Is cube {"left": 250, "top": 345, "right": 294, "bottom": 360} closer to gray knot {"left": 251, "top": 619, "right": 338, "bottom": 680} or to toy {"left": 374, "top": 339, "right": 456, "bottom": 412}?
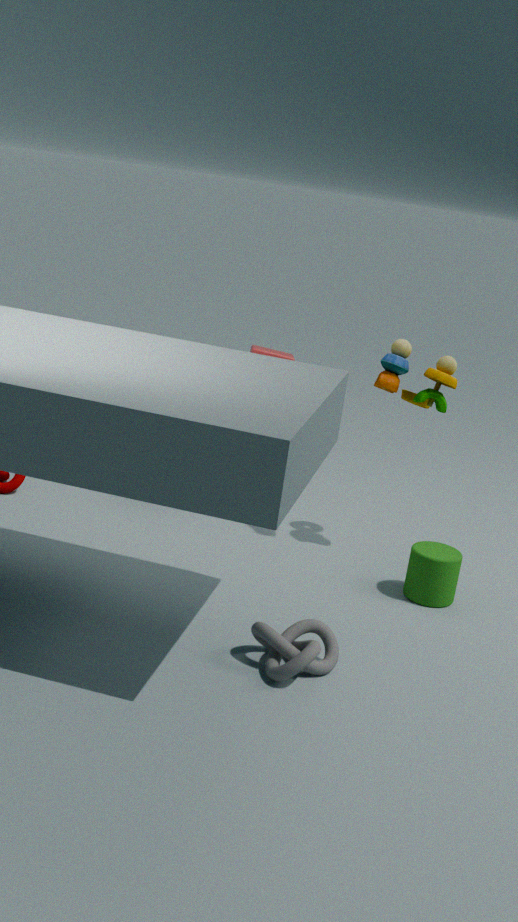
toy {"left": 374, "top": 339, "right": 456, "bottom": 412}
